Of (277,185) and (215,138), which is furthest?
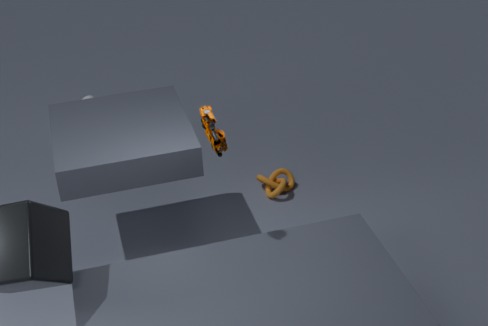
(277,185)
